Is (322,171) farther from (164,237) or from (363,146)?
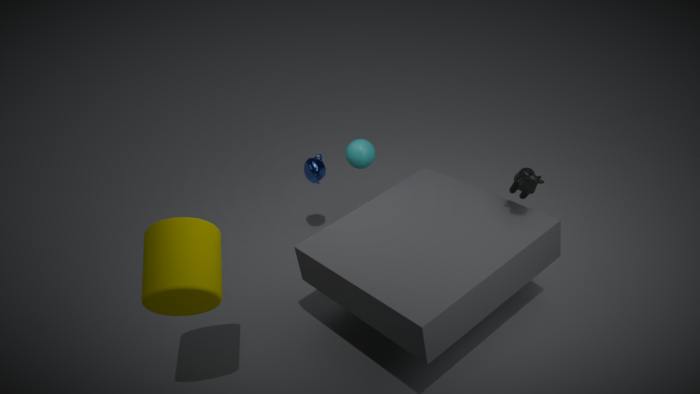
(164,237)
